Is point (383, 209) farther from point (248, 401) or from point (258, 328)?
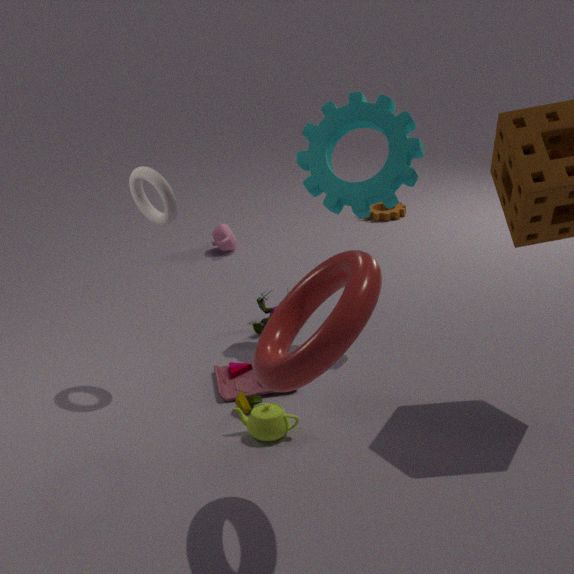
point (248, 401)
